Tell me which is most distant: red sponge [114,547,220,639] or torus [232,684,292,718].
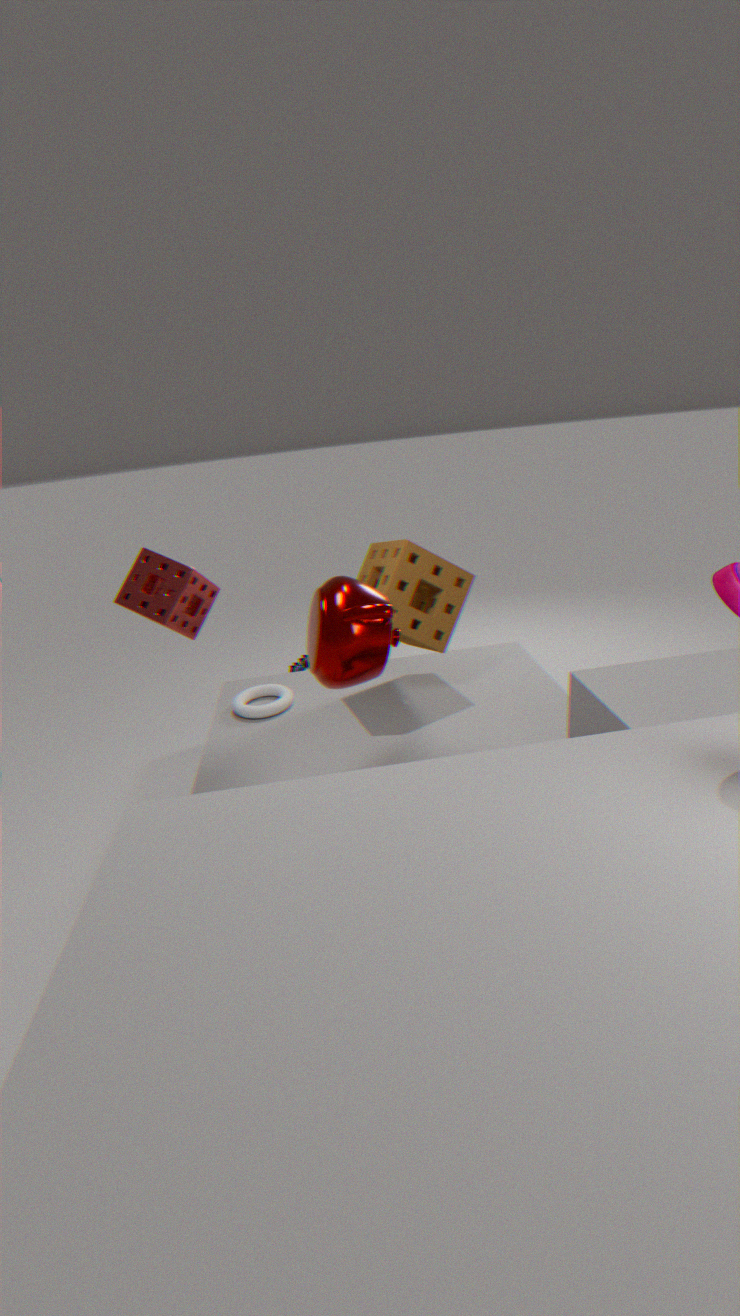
torus [232,684,292,718]
